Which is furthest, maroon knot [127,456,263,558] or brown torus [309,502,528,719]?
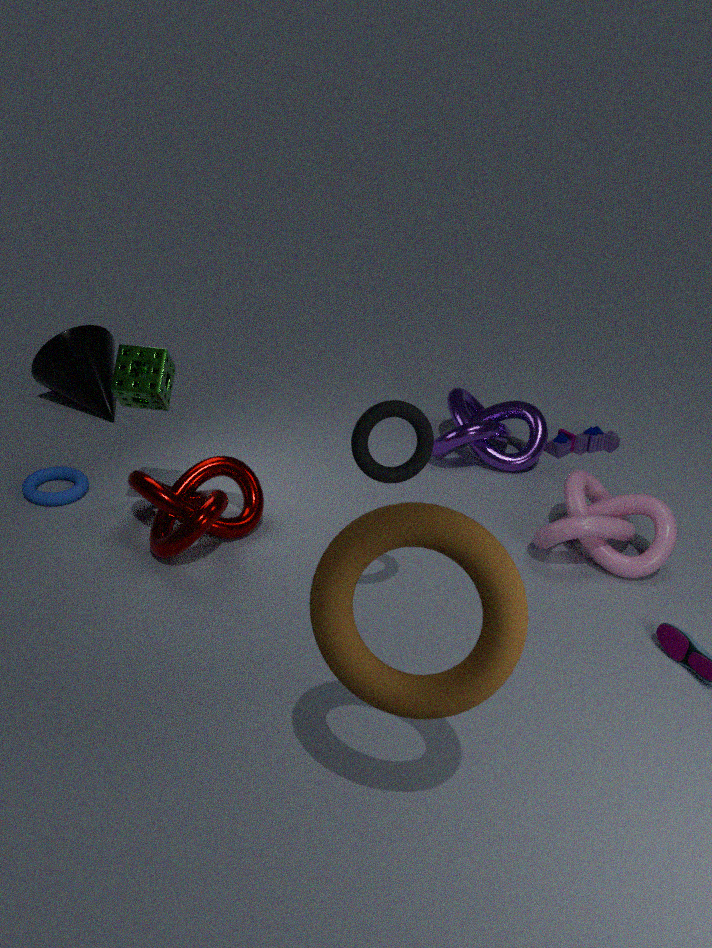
maroon knot [127,456,263,558]
